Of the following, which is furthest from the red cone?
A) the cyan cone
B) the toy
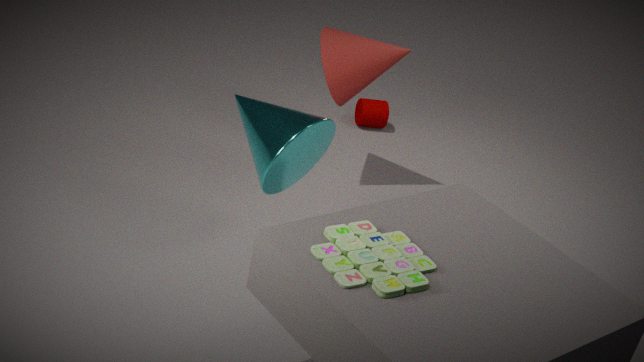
the toy
